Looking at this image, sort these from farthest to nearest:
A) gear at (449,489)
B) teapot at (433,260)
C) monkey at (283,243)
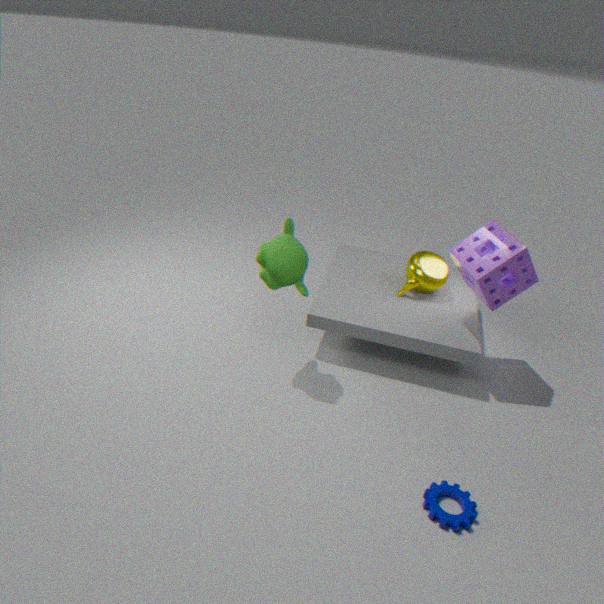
teapot at (433,260) → monkey at (283,243) → gear at (449,489)
